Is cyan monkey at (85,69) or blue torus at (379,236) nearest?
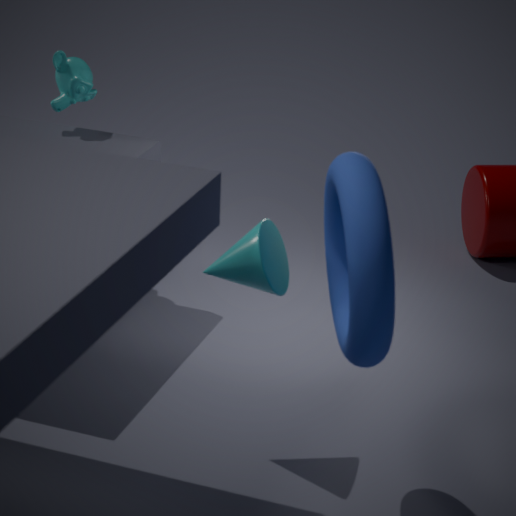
blue torus at (379,236)
